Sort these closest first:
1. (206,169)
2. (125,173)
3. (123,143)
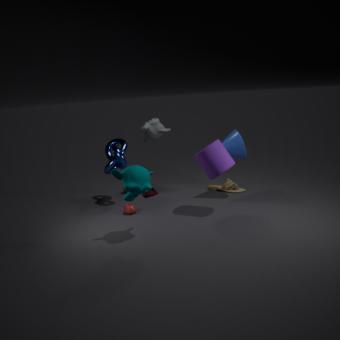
(125,173) → (206,169) → (123,143)
